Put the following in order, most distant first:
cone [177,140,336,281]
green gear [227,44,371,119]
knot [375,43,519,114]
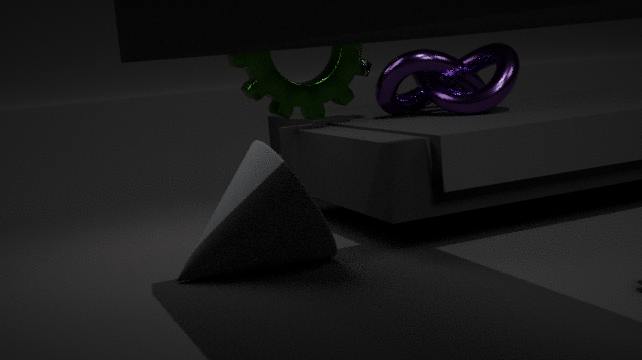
green gear [227,44,371,119]
knot [375,43,519,114]
cone [177,140,336,281]
